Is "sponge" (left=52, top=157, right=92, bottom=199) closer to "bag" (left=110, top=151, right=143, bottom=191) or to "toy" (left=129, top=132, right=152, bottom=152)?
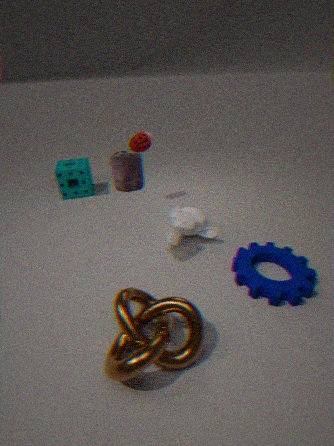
"toy" (left=129, top=132, right=152, bottom=152)
